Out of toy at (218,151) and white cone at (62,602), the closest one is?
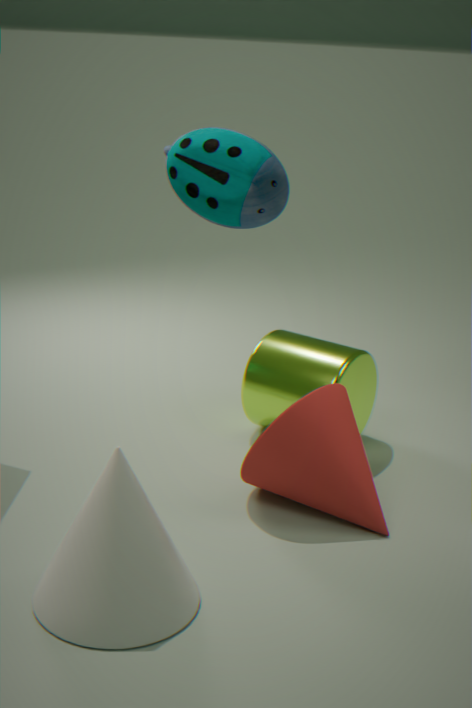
toy at (218,151)
